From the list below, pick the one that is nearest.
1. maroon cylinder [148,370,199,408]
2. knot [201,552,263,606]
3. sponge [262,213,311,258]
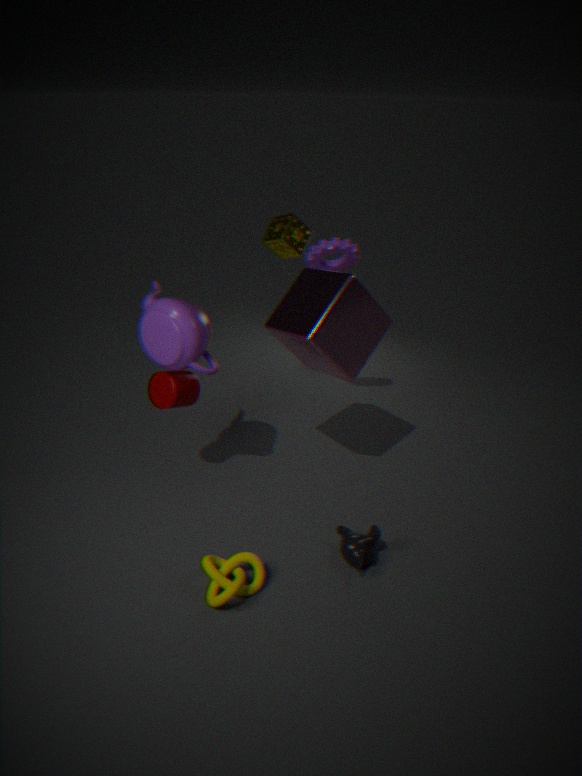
knot [201,552,263,606]
